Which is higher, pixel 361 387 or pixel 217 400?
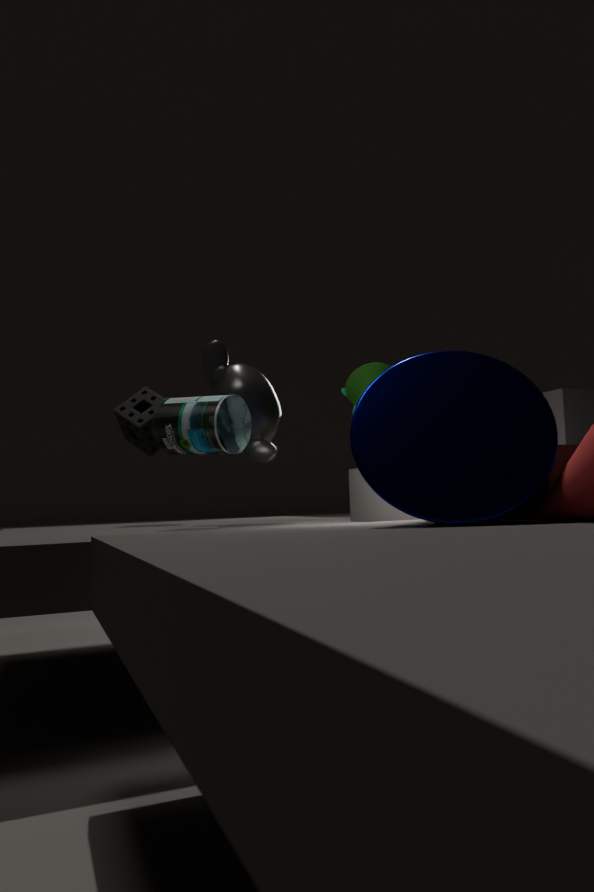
pixel 361 387
